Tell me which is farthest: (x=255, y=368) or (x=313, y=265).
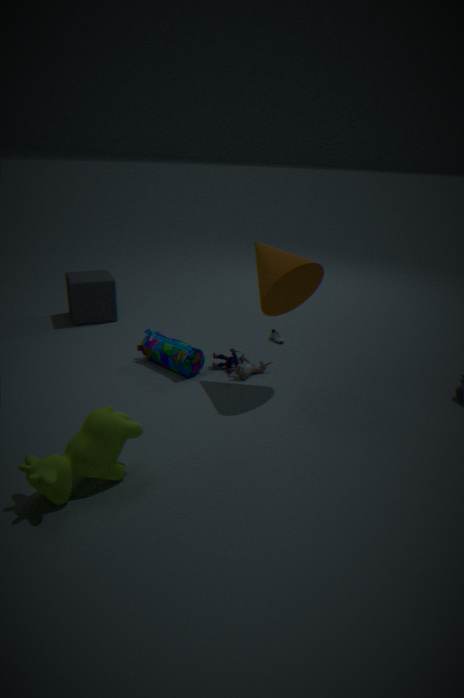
(x=255, y=368)
